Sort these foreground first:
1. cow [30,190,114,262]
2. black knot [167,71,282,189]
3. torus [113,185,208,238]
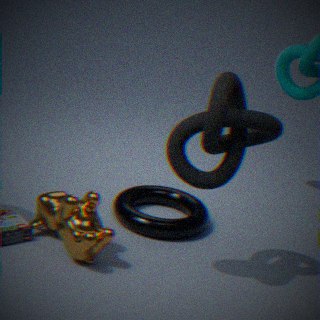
black knot [167,71,282,189], cow [30,190,114,262], torus [113,185,208,238]
